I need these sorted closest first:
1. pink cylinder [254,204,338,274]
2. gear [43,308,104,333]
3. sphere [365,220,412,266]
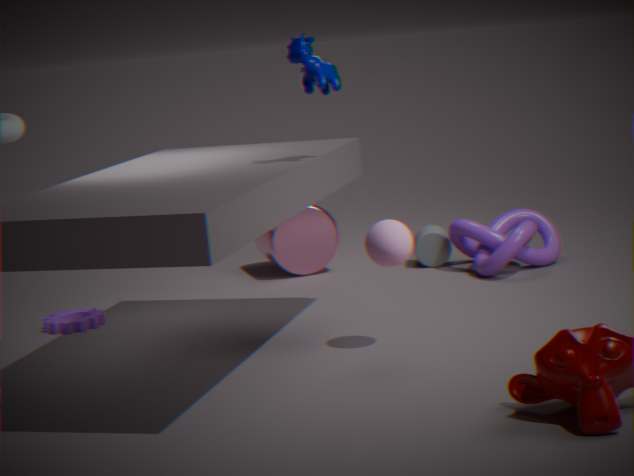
sphere [365,220,412,266] < gear [43,308,104,333] < pink cylinder [254,204,338,274]
